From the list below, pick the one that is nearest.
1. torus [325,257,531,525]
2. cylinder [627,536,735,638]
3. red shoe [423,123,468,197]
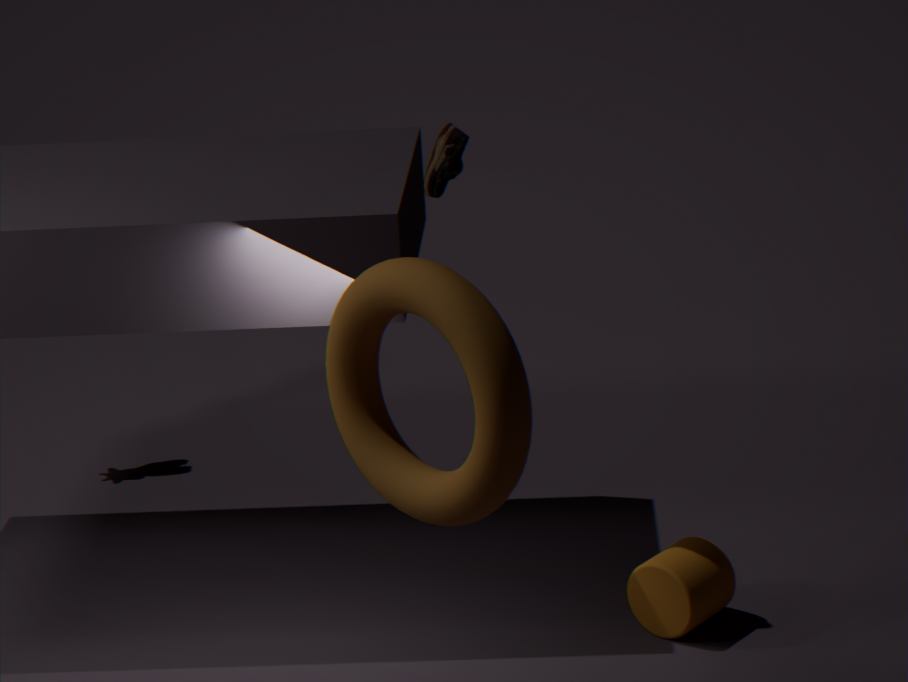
torus [325,257,531,525]
